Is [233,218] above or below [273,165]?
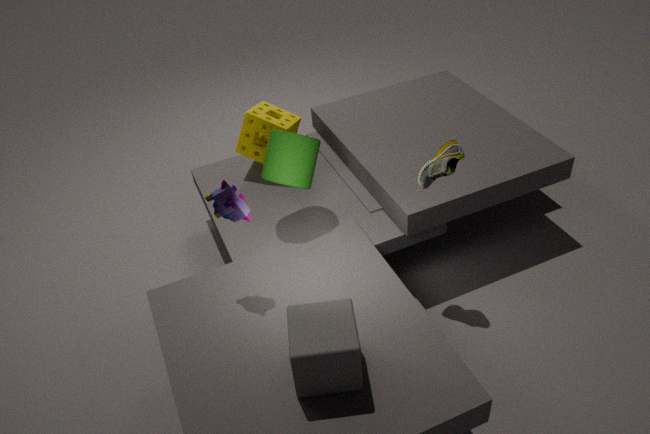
above
